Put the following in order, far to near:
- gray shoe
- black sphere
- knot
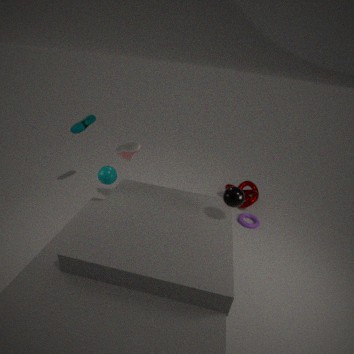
knot → gray shoe → black sphere
